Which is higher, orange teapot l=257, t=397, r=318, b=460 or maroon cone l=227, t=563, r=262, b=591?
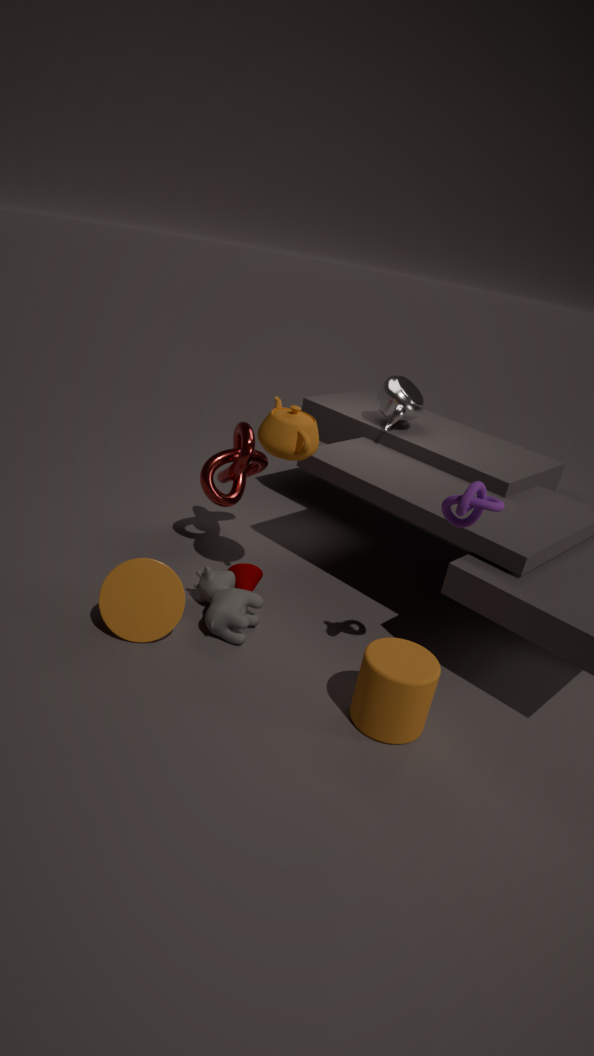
orange teapot l=257, t=397, r=318, b=460
